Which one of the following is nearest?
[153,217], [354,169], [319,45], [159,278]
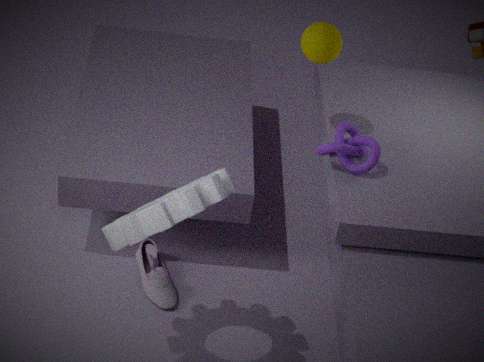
[153,217]
